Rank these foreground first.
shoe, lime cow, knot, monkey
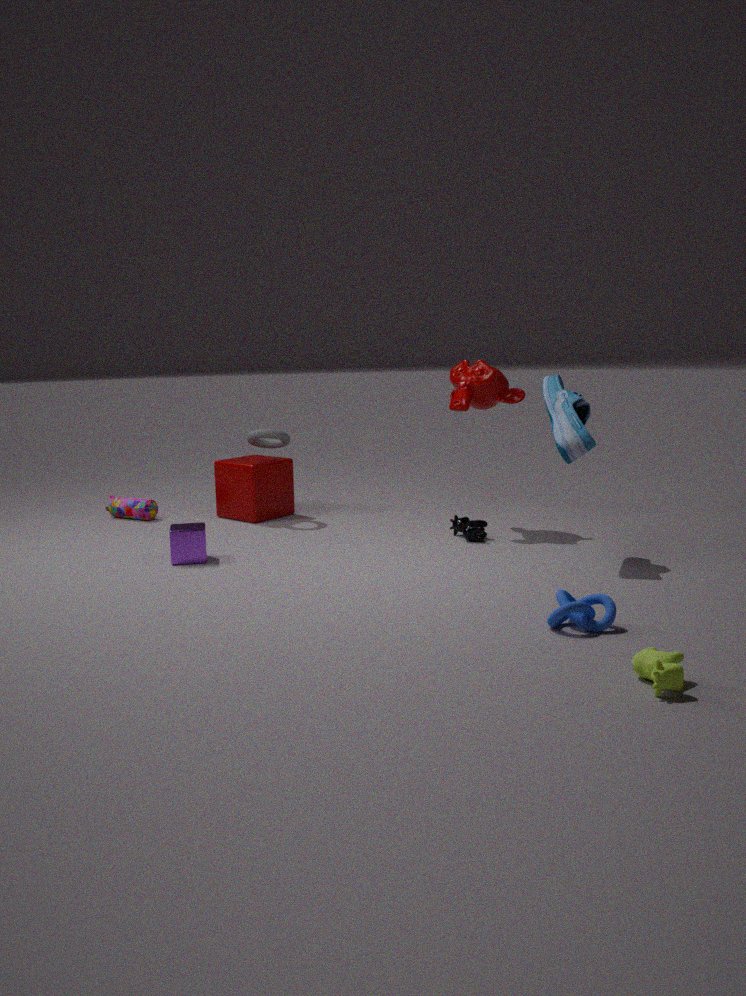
lime cow, knot, shoe, monkey
